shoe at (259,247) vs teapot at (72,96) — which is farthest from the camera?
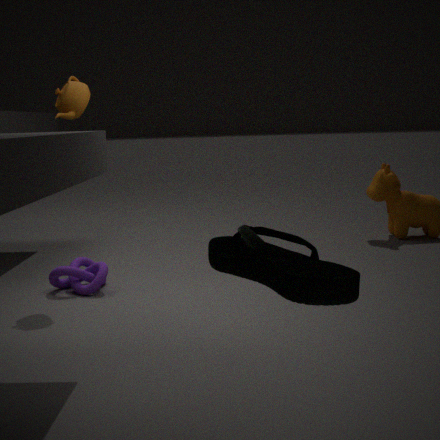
teapot at (72,96)
